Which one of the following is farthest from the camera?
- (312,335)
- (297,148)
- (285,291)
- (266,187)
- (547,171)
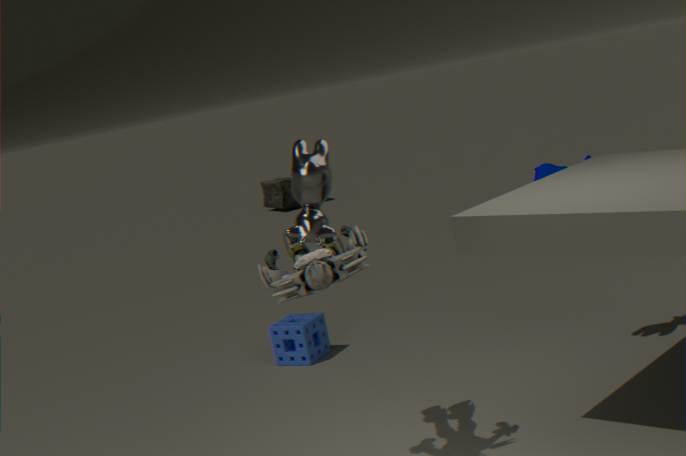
(266,187)
